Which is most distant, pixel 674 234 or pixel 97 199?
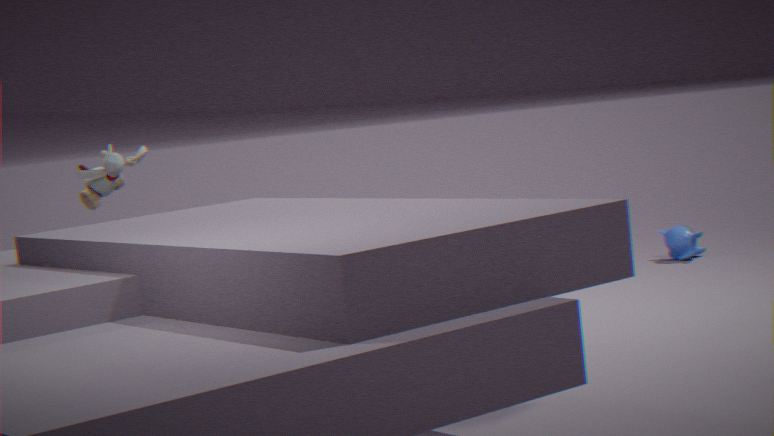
pixel 674 234
